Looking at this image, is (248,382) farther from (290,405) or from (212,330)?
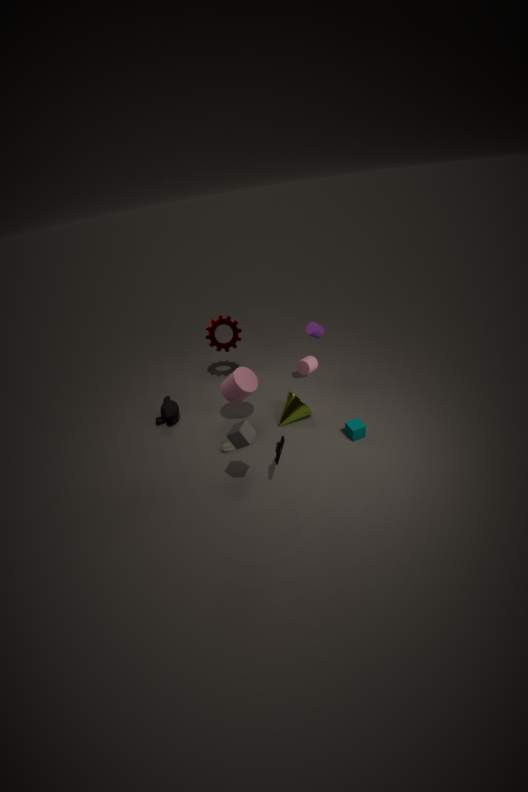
(212,330)
